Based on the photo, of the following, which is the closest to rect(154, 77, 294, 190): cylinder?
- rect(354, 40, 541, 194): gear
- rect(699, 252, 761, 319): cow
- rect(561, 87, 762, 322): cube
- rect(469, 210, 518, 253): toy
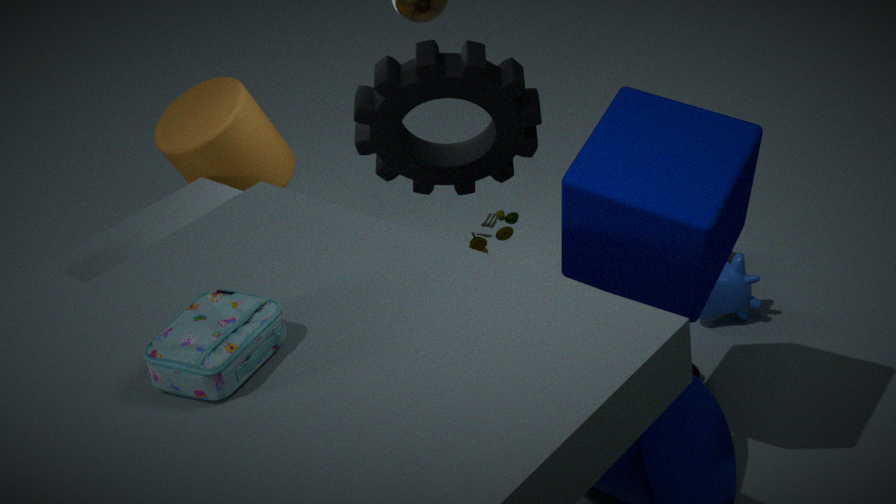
rect(354, 40, 541, 194): gear
